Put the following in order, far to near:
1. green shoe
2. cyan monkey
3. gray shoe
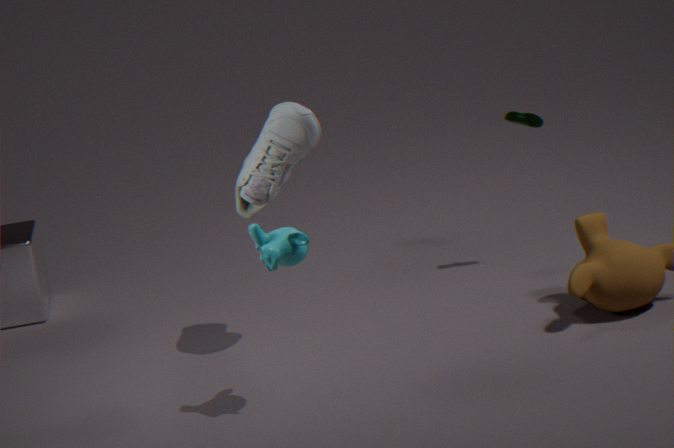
green shoe < gray shoe < cyan monkey
